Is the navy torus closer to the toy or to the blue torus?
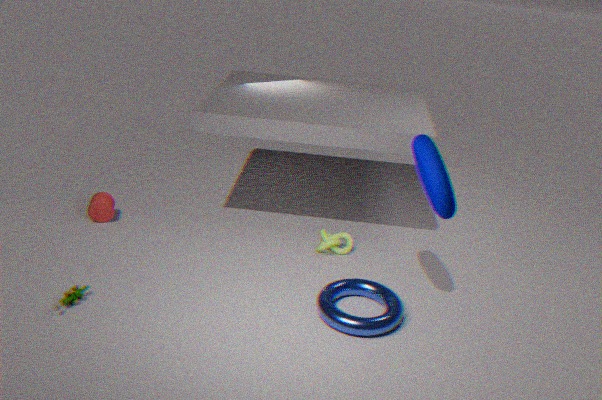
the blue torus
